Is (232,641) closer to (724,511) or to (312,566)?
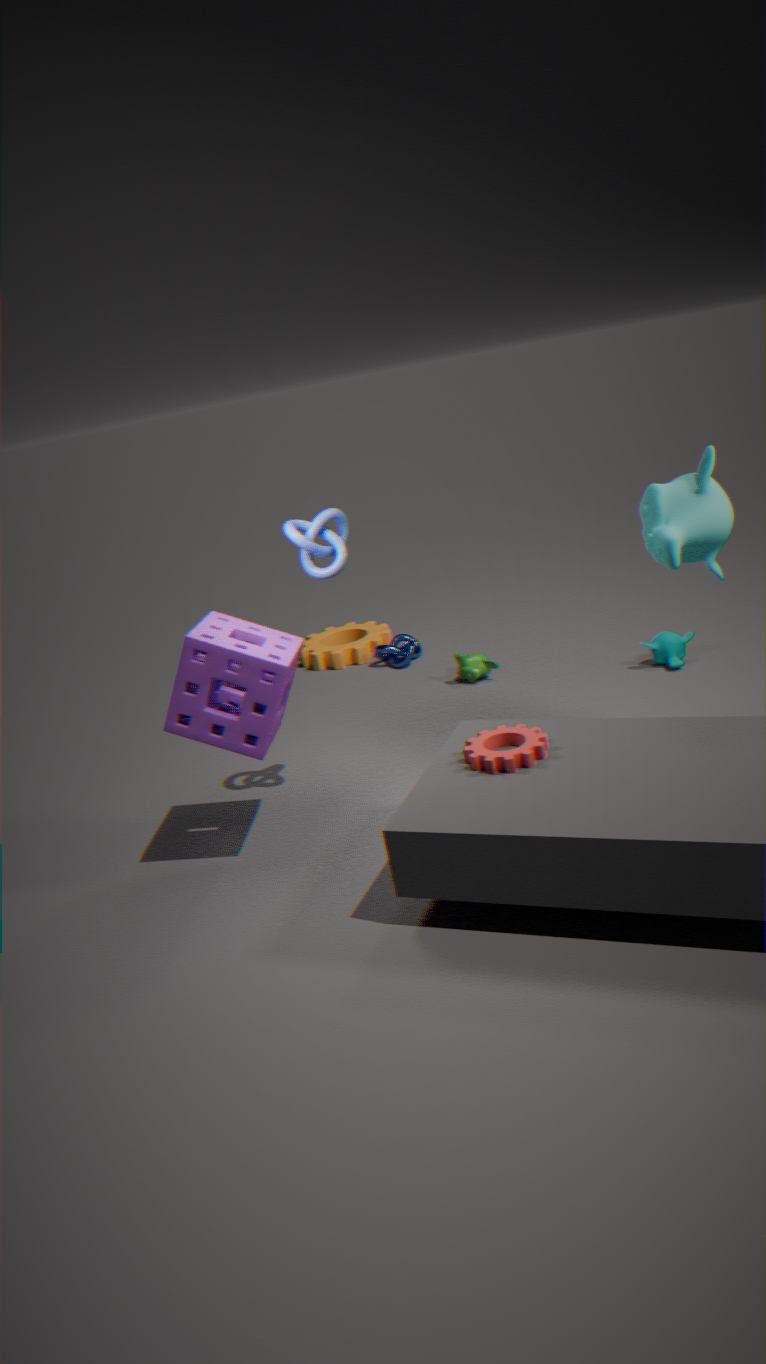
(312,566)
